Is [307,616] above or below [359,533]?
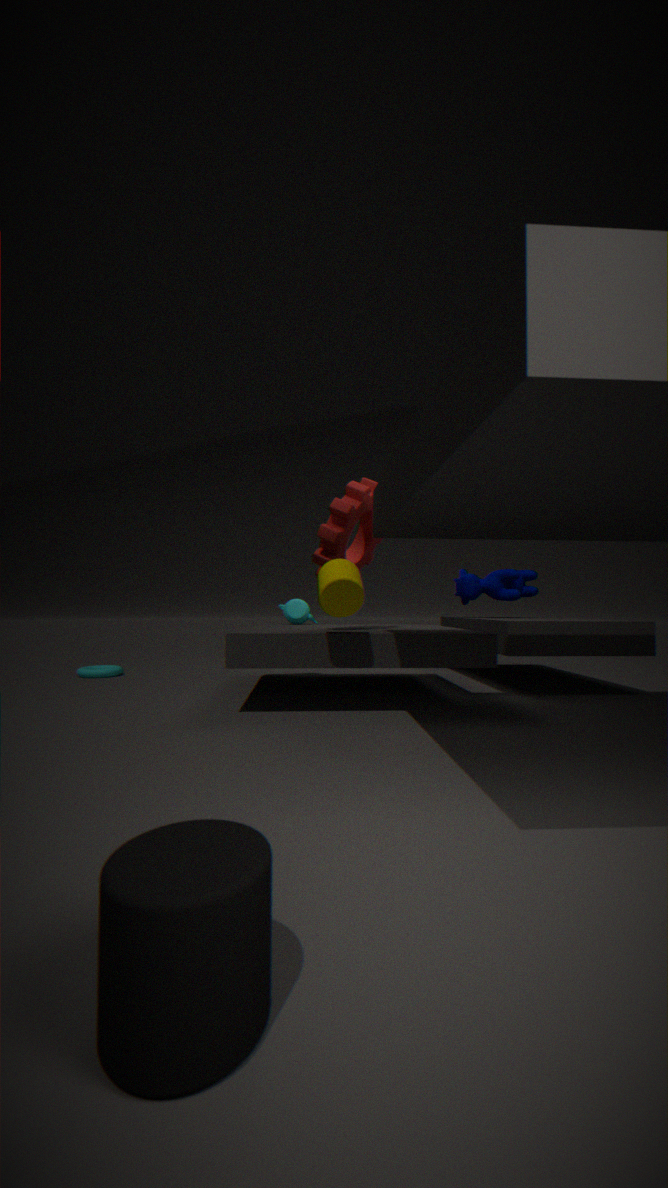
below
